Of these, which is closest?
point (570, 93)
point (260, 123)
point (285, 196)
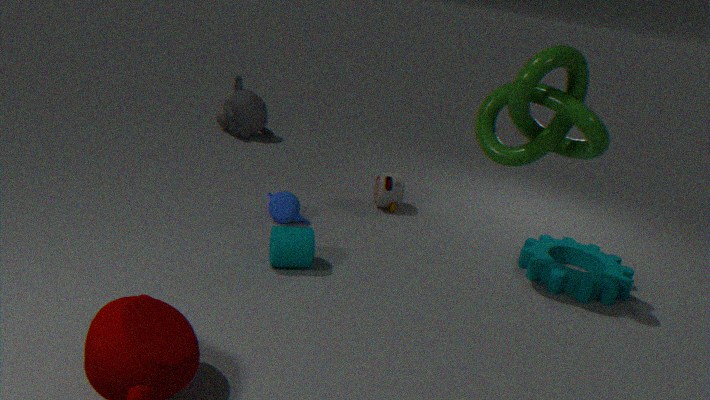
point (570, 93)
